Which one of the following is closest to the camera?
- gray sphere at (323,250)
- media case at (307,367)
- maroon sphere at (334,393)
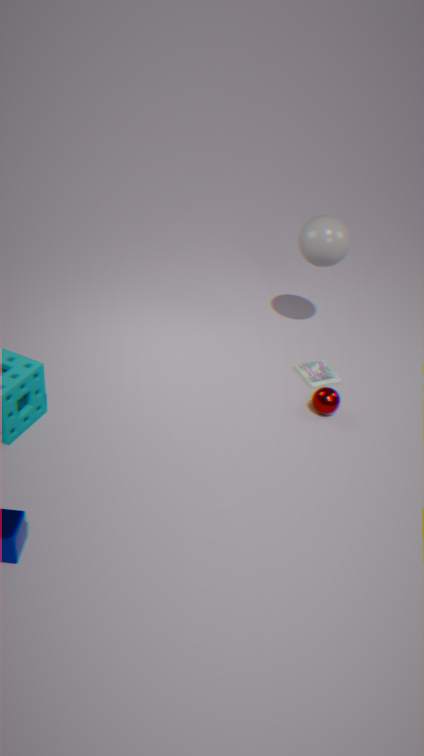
maroon sphere at (334,393)
